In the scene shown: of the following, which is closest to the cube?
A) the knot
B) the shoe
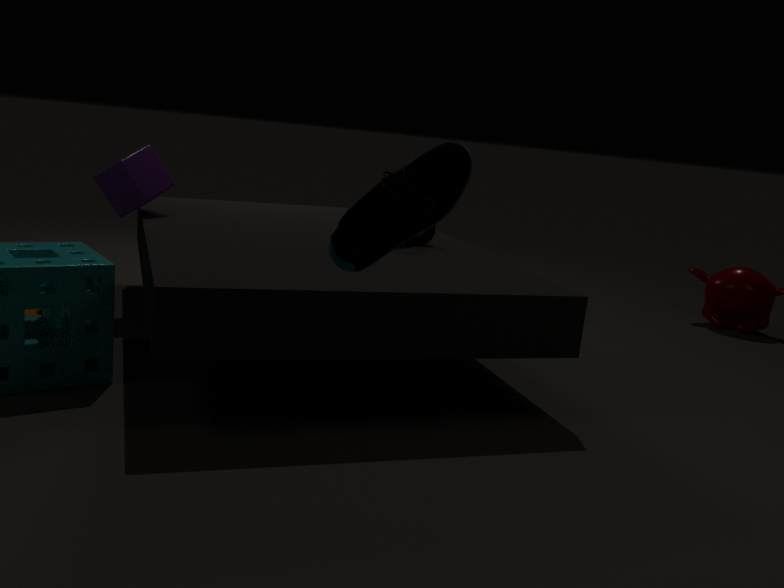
the knot
